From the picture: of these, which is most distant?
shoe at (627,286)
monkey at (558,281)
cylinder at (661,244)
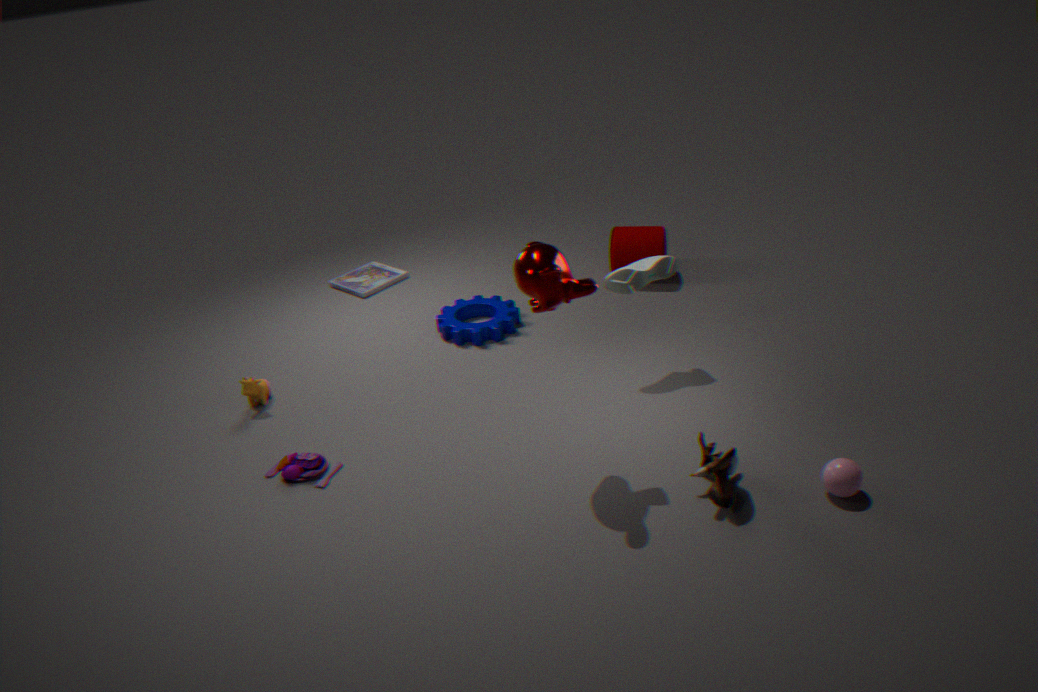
cylinder at (661,244)
